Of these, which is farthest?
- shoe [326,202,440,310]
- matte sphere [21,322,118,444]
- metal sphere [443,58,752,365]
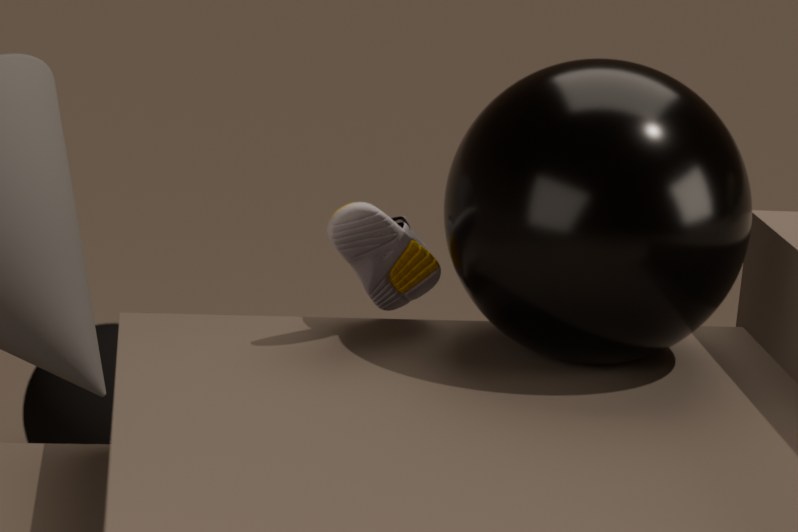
matte sphere [21,322,118,444]
